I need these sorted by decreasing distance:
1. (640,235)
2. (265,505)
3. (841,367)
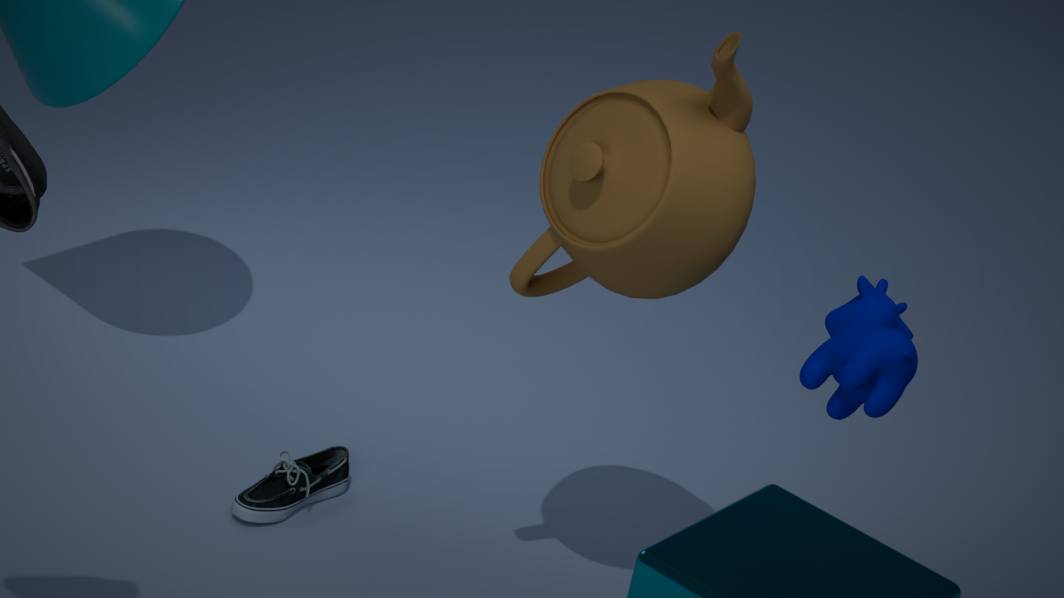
(265,505), (640,235), (841,367)
